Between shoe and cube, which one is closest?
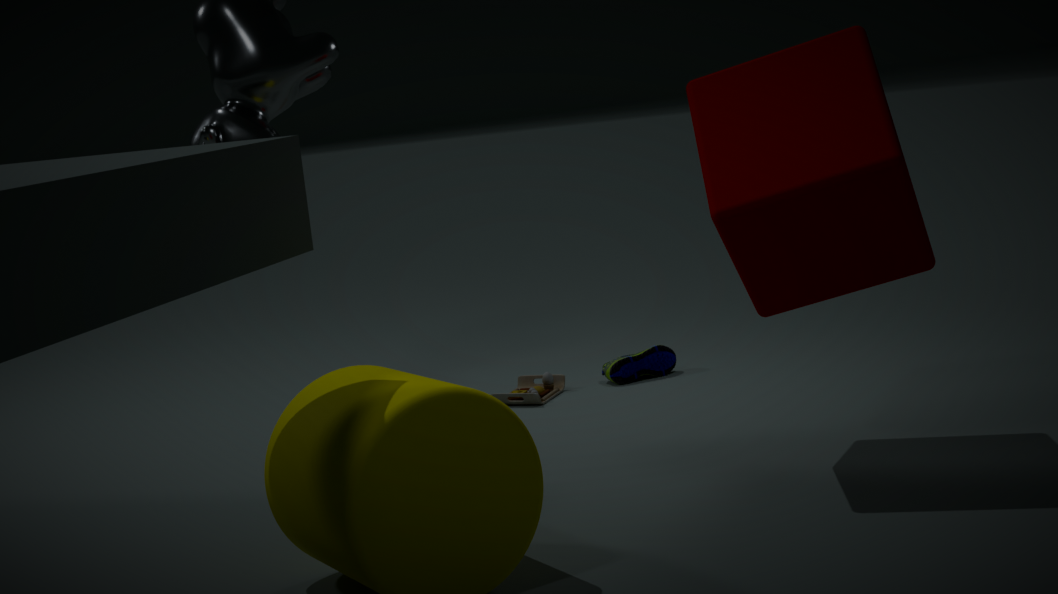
cube
